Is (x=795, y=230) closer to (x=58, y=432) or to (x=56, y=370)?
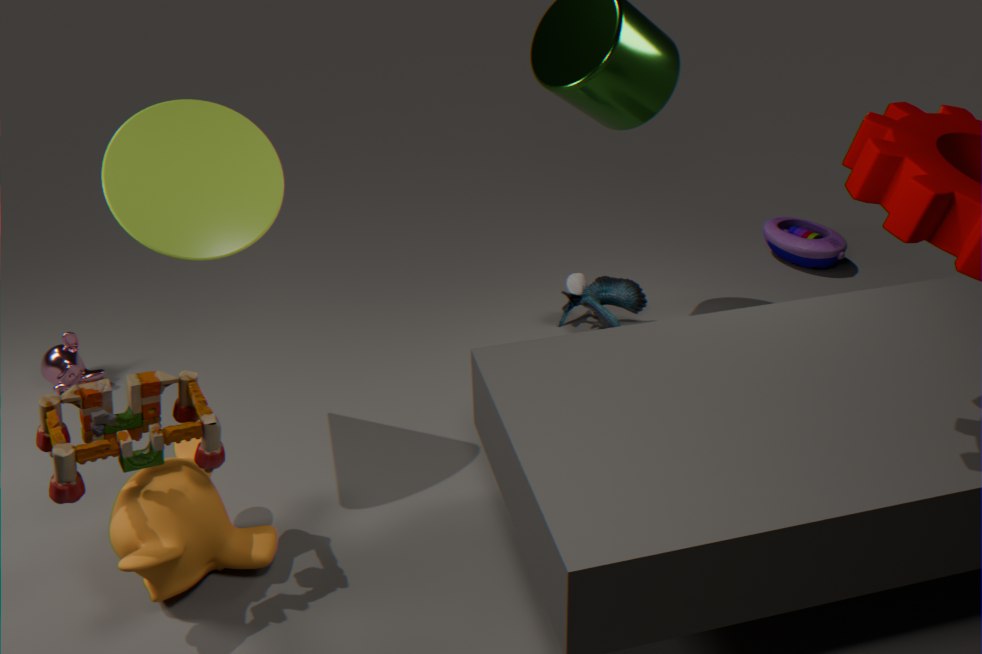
(x=58, y=432)
